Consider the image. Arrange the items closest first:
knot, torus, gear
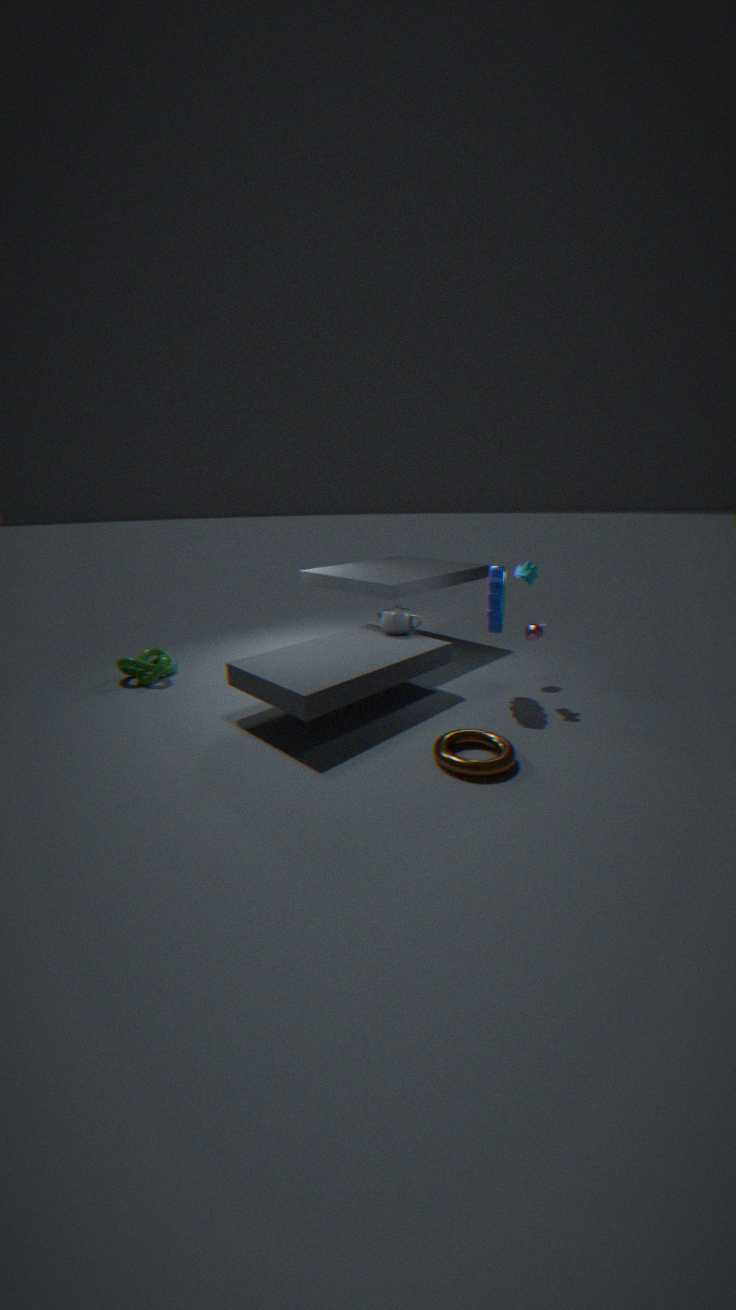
torus
gear
knot
